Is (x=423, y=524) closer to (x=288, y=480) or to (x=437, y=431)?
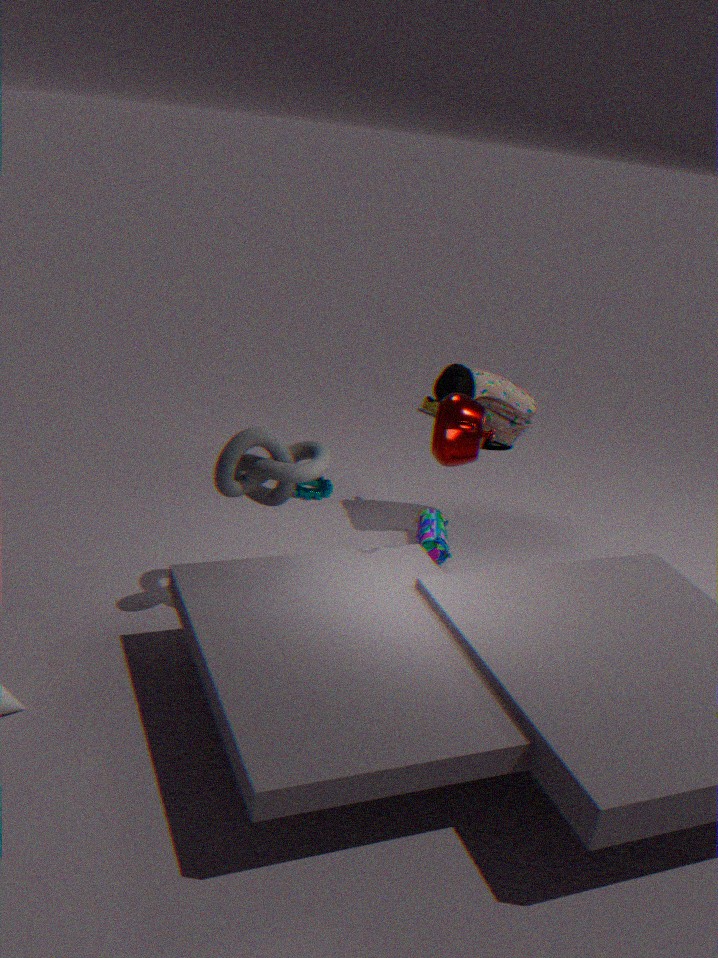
(x=437, y=431)
